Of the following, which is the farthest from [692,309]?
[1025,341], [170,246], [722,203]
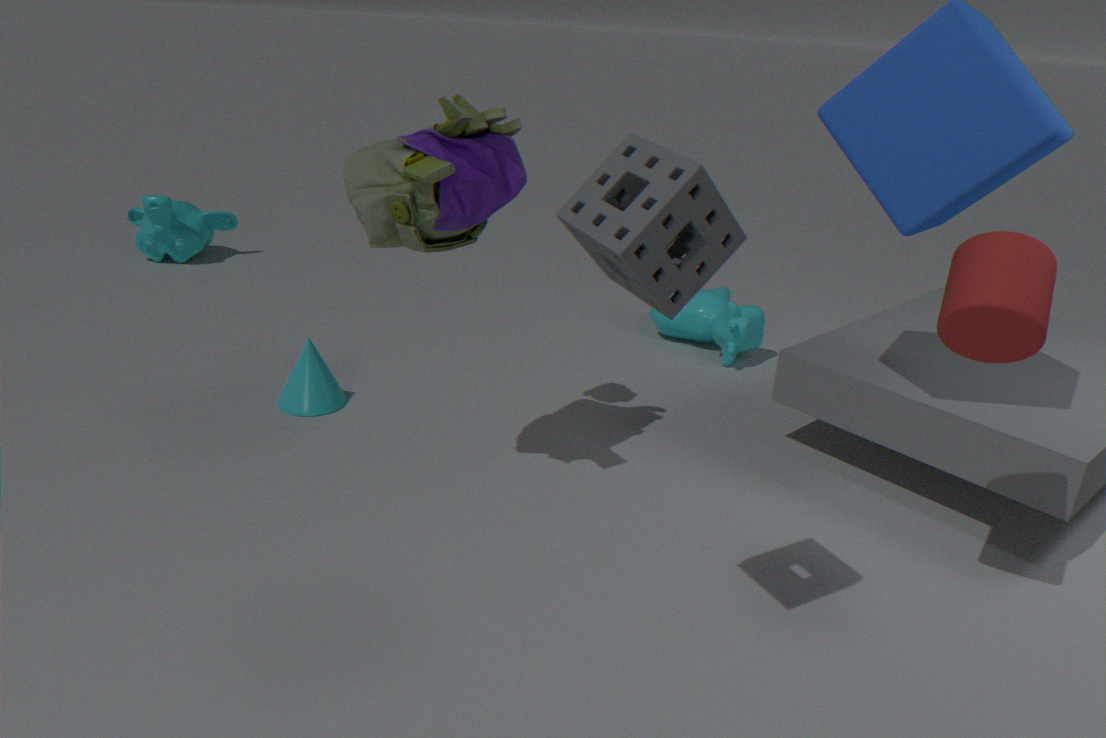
[170,246]
